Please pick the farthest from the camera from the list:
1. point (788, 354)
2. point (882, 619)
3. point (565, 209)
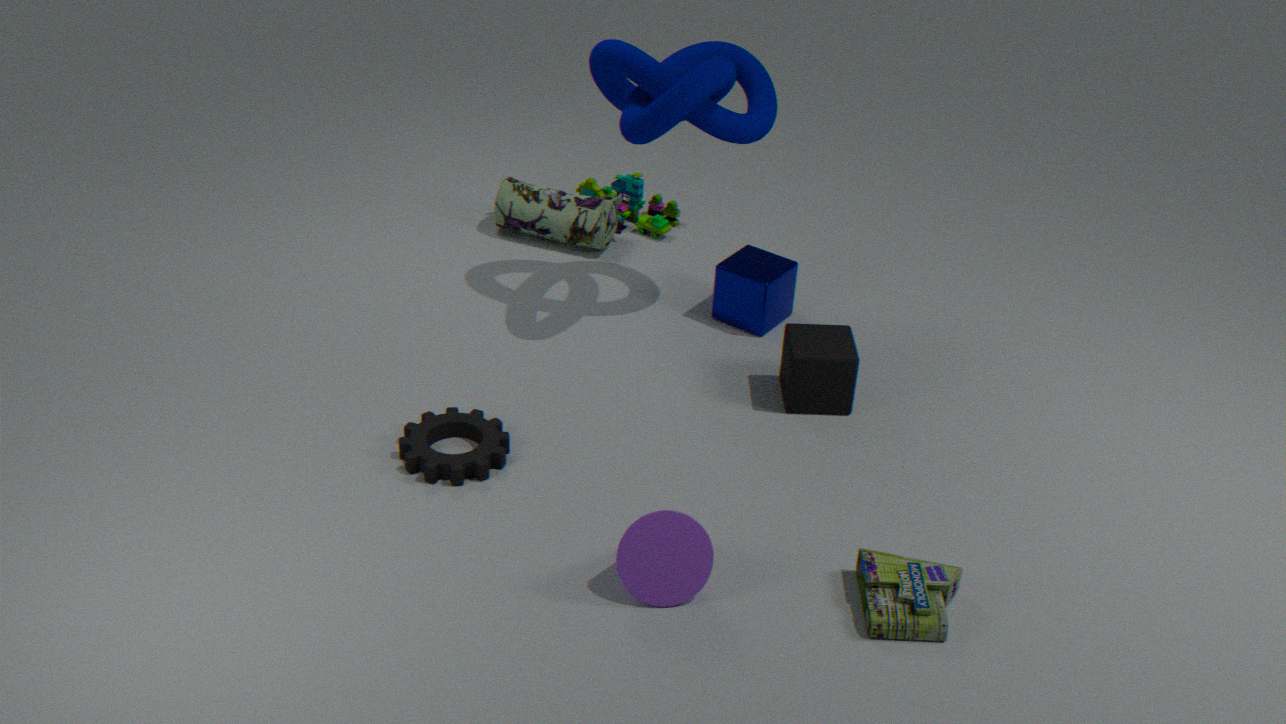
point (565, 209)
